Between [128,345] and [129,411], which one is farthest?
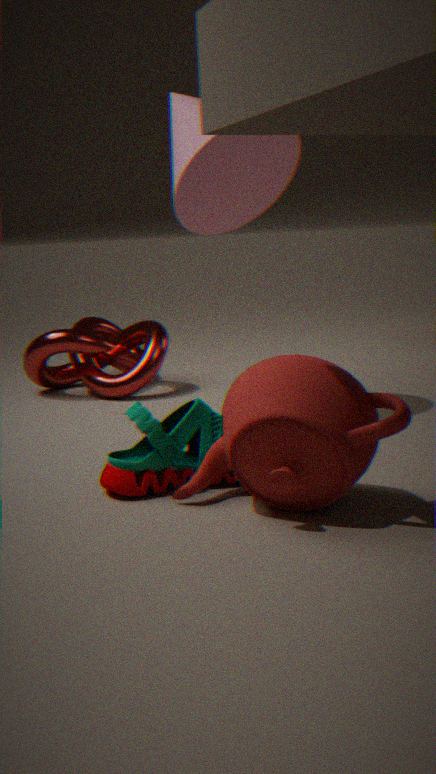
[128,345]
